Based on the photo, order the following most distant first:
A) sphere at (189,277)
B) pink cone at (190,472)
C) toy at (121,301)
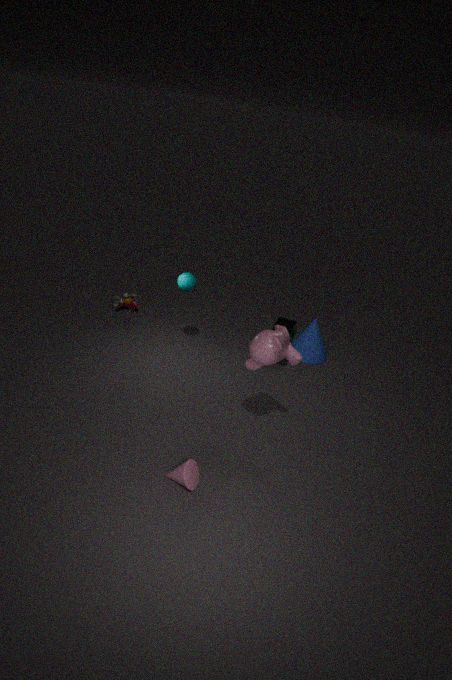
toy at (121,301) → sphere at (189,277) → pink cone at (190,472)
